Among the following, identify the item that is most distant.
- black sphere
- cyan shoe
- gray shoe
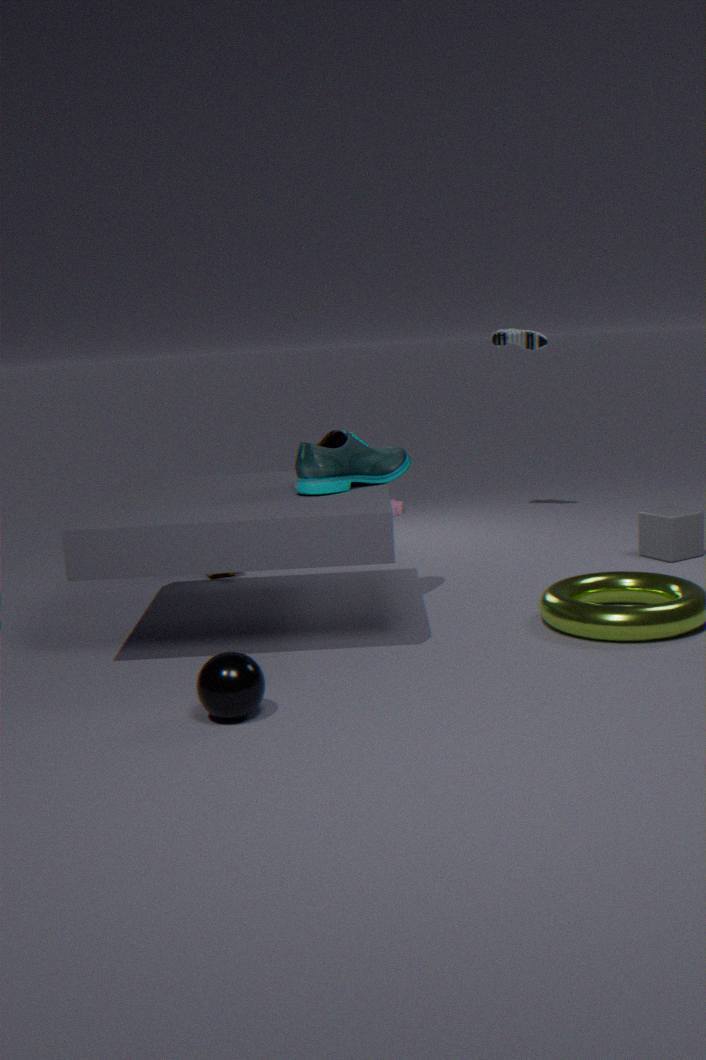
gray shoe
